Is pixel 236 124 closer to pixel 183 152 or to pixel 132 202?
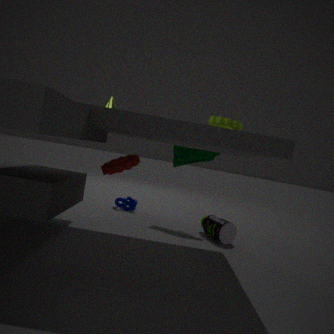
pixel 183 152
